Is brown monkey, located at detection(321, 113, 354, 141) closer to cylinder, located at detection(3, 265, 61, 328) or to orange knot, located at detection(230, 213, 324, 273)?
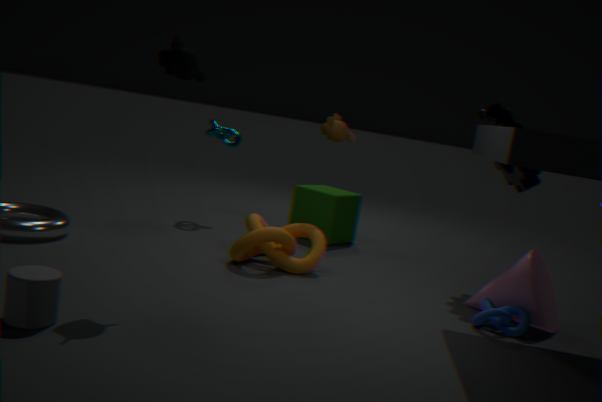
orange knot, located at detection(230, 213, 324, 273)
